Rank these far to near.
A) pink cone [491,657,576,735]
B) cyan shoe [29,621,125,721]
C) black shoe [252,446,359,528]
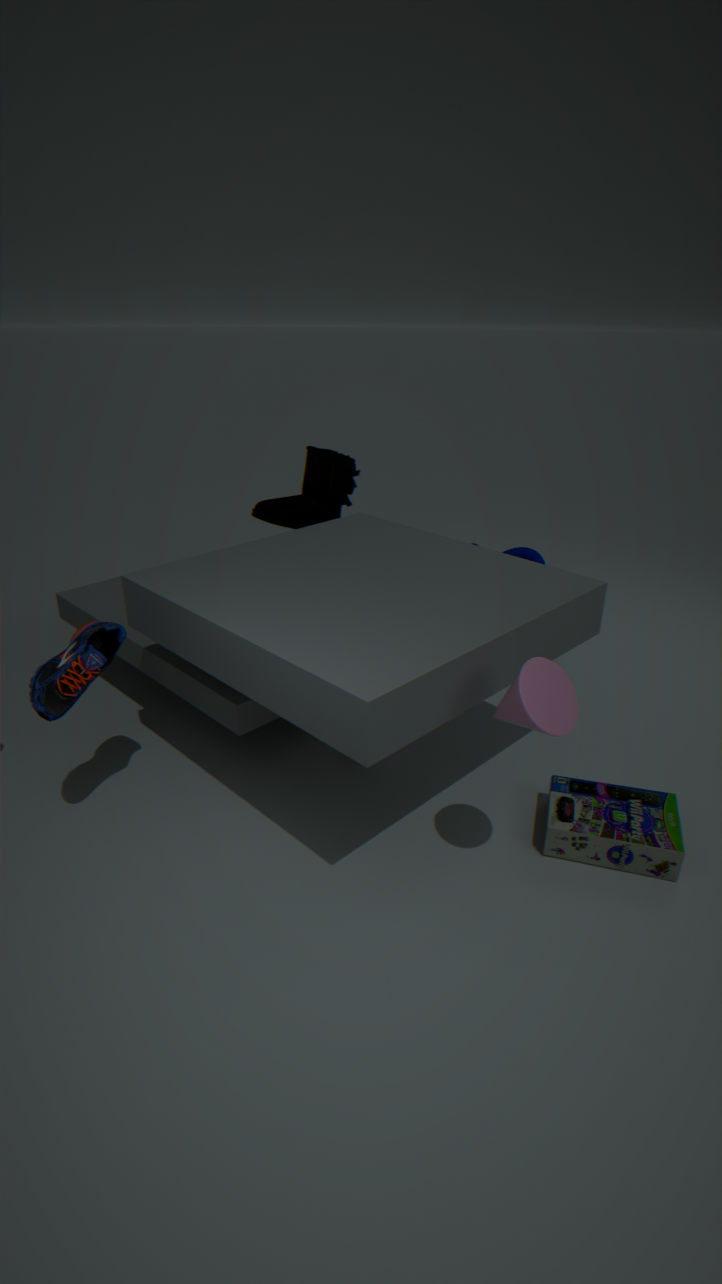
black shoe [252,446,359,528]
cyan shoe [29,621,125,721]
pink cone [491,657,576,735]
